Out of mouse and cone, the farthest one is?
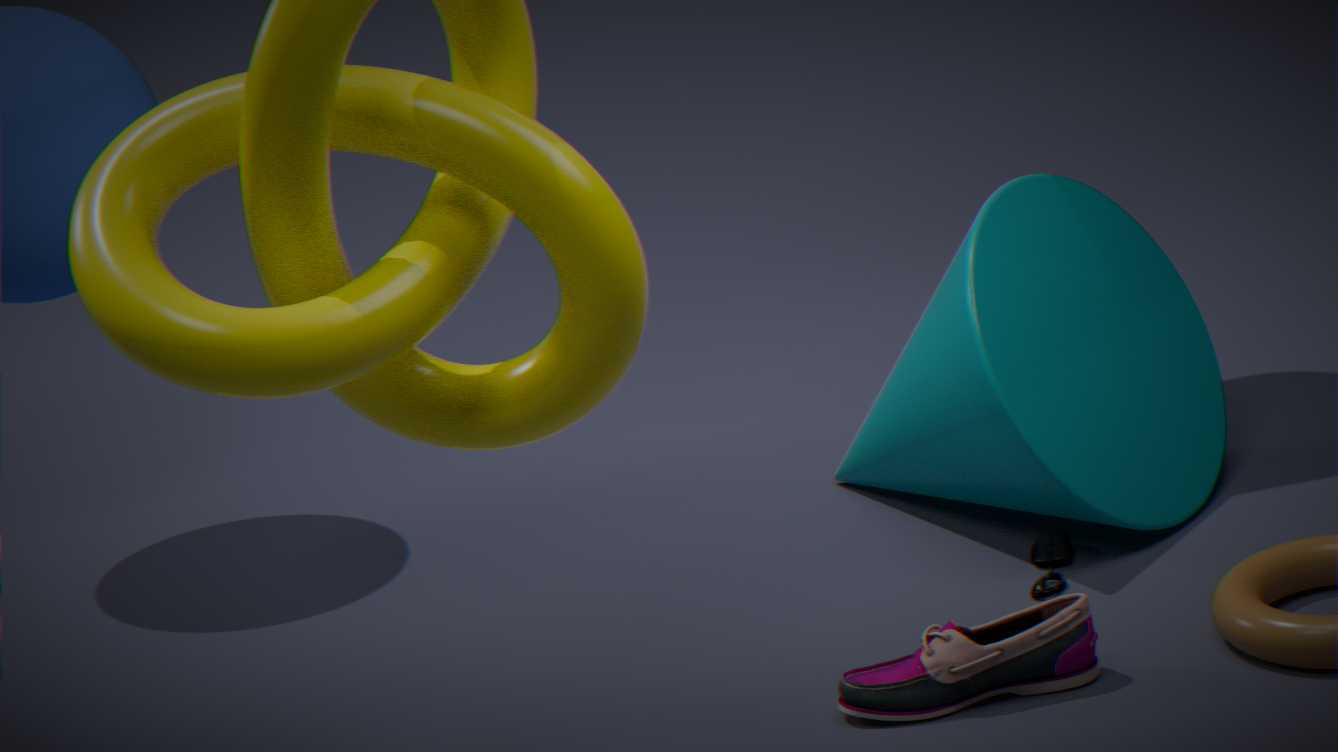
cone
